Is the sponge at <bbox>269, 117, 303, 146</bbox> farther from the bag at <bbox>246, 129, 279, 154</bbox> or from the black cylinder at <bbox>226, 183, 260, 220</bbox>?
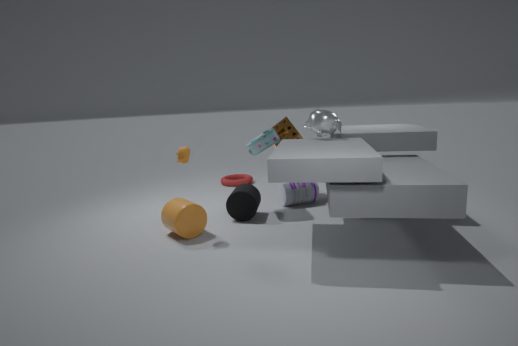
the black cylinder at <bbox>226, 183, 260, 220</bbox>
